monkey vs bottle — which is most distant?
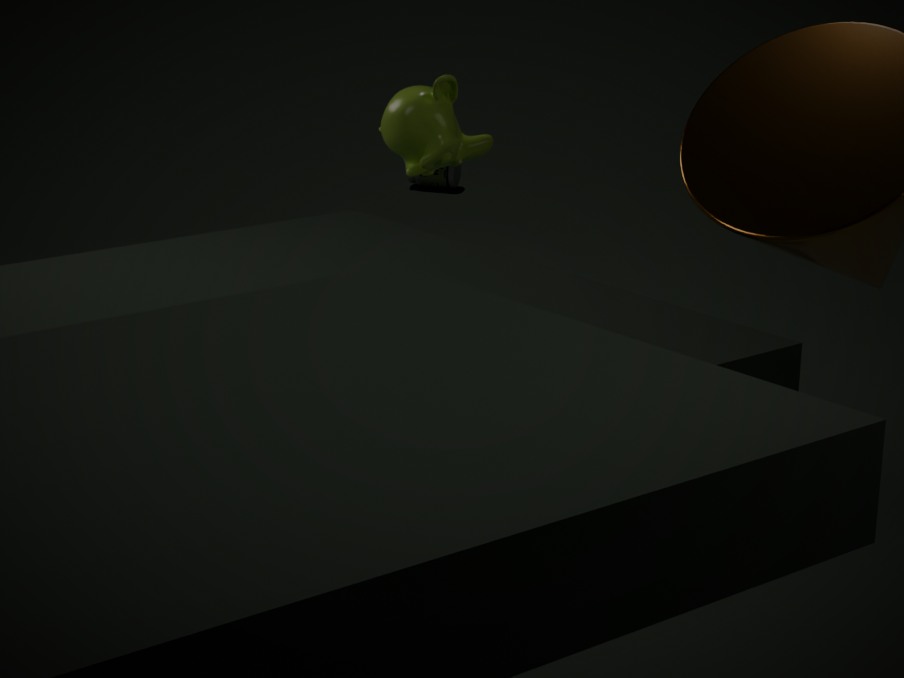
bottle
